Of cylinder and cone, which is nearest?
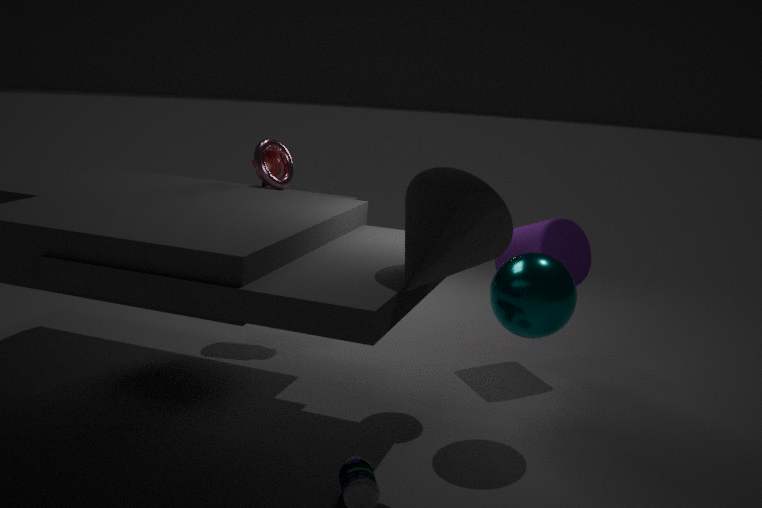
cone
